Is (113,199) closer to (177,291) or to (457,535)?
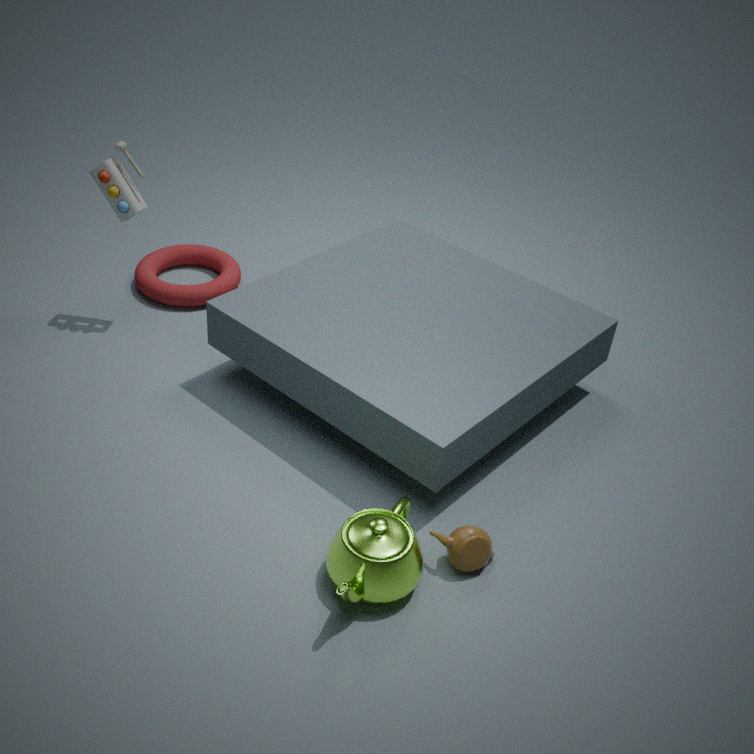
(177,291)
